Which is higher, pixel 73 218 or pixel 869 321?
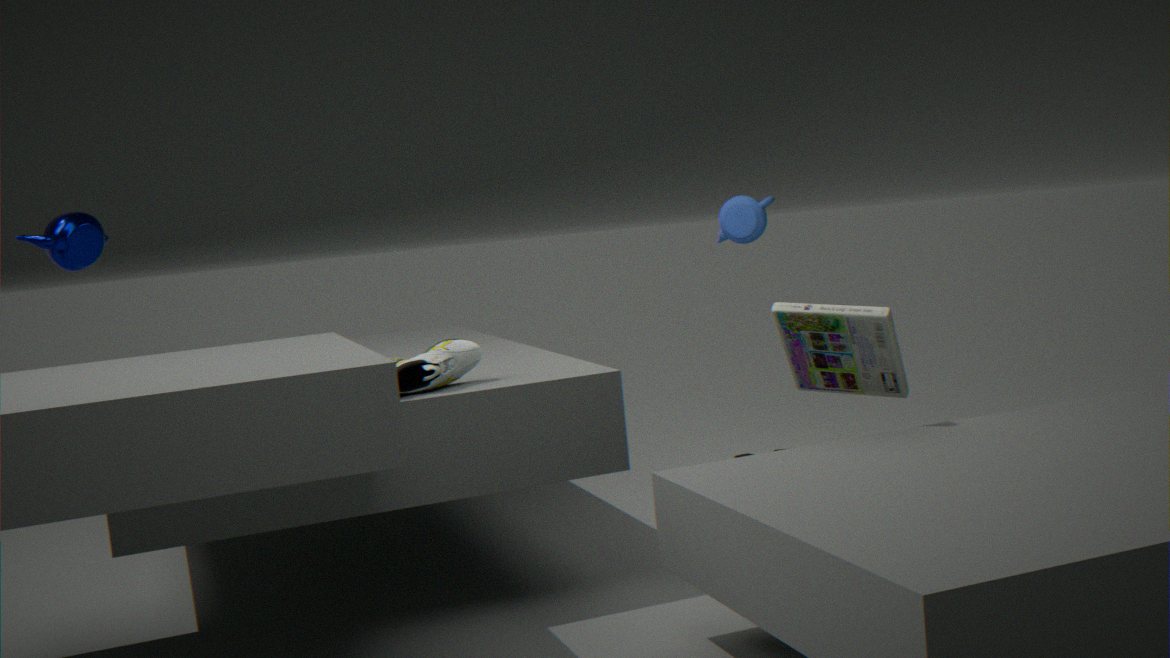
pixel 73 218
